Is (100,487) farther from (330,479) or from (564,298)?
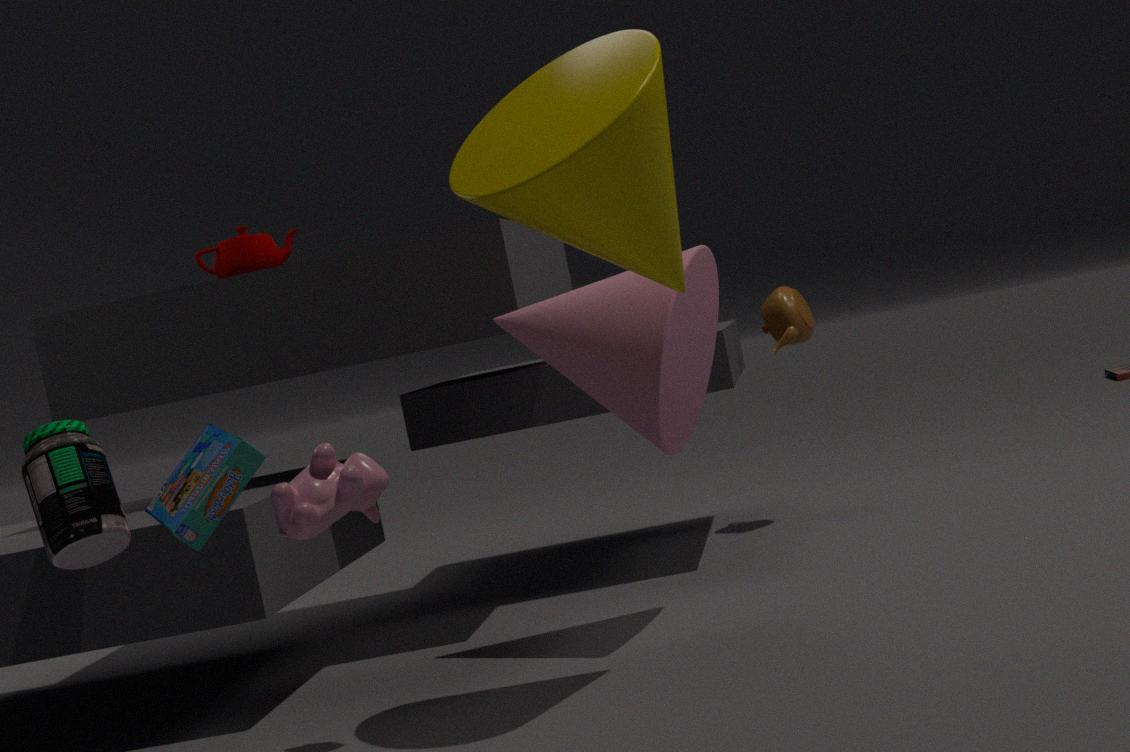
(564,298)
